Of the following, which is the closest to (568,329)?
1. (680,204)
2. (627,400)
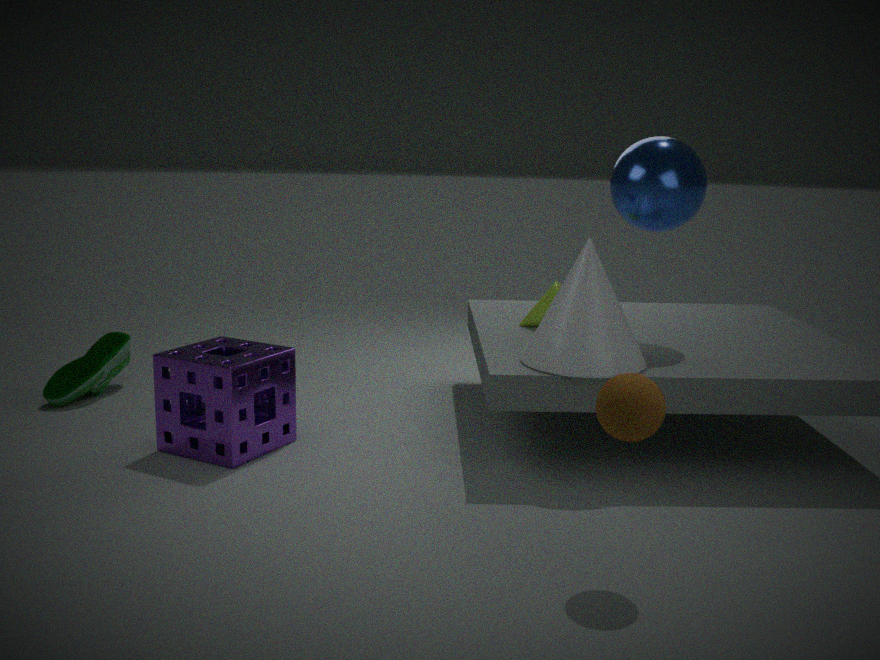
(680,204)
